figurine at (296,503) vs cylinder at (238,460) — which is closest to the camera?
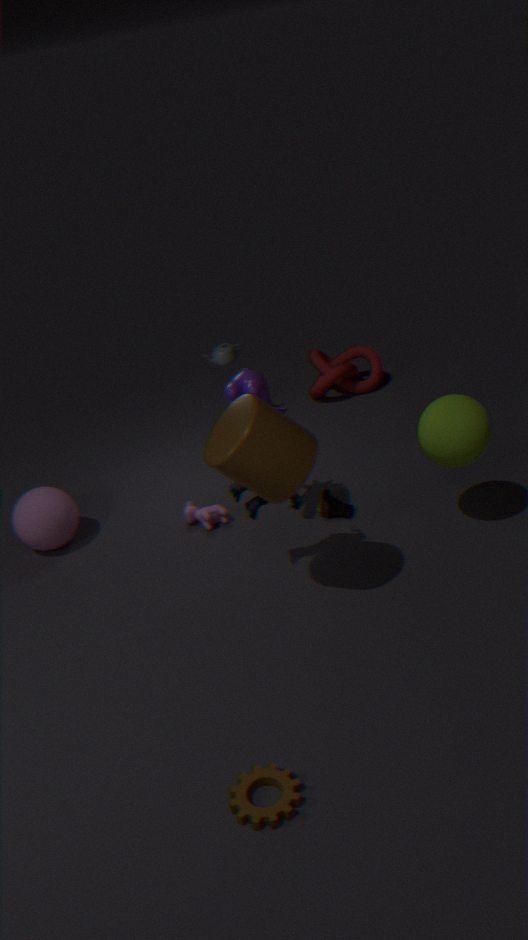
cylinder at (238,460)
